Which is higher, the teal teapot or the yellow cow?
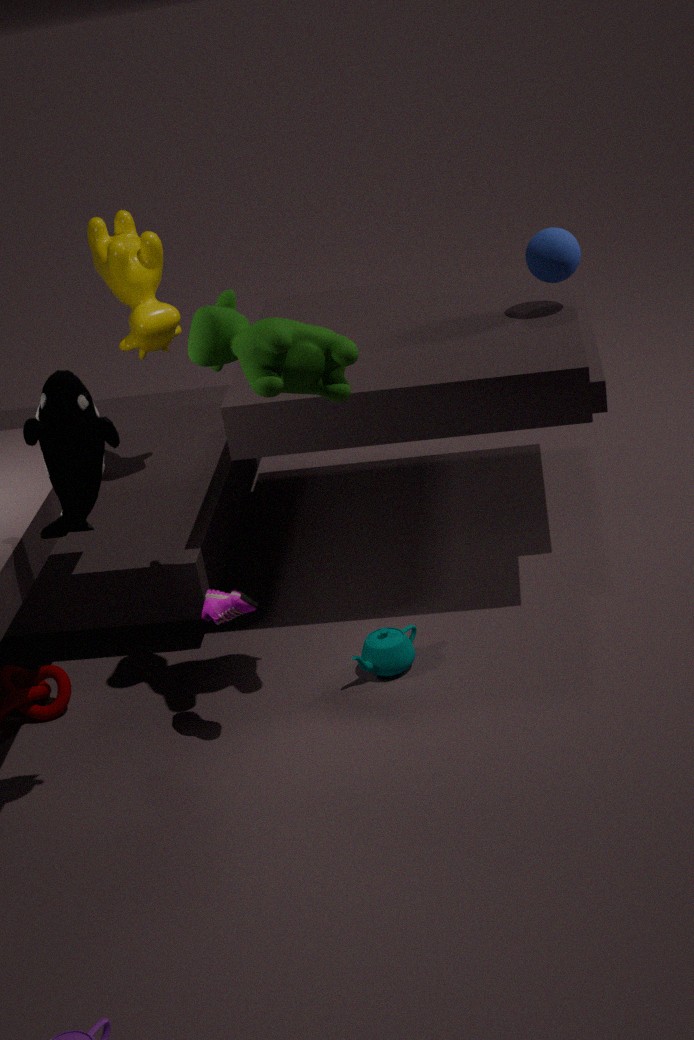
the yellow cow
